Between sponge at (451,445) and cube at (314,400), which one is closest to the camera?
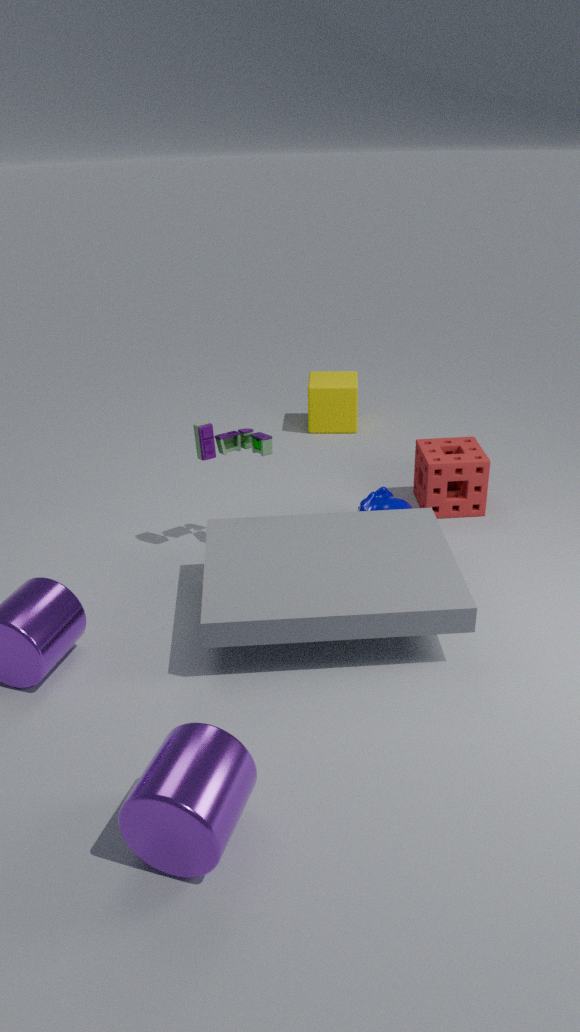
sponge at (451,445)
